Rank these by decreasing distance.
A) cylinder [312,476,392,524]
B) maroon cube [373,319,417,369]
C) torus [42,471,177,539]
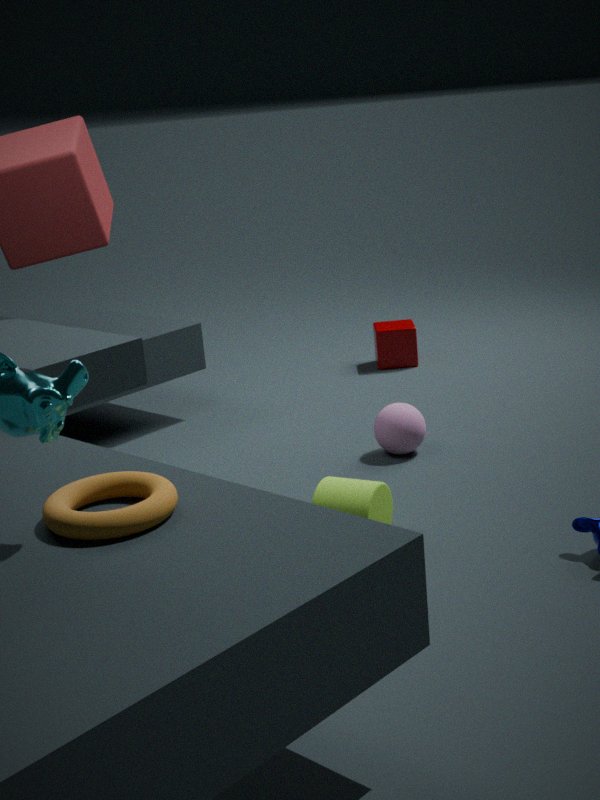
1. maroon cube [373,319,417,369]
2. cylinder [312,476,392,524]
3. torus [42,471,177,539]
